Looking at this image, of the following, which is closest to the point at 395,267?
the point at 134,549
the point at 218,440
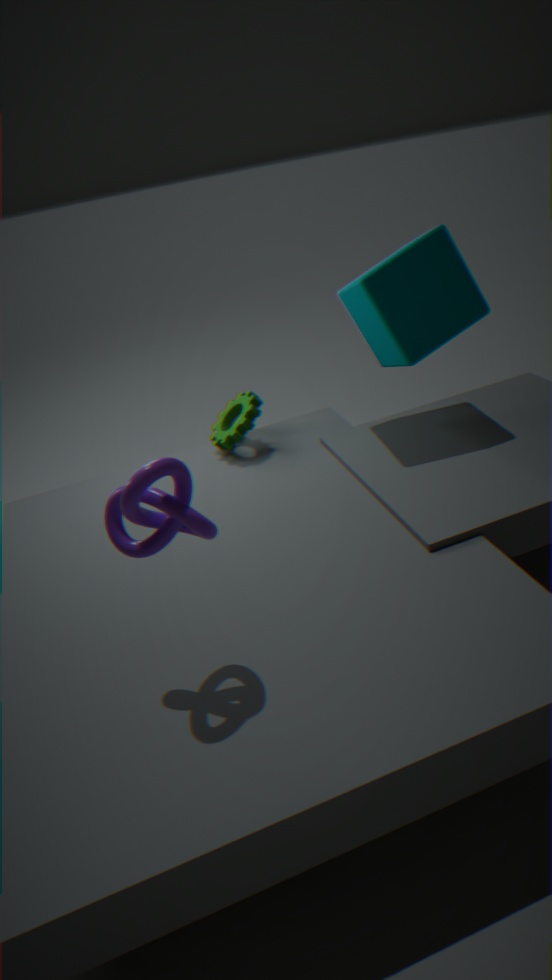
the point at 218,440
